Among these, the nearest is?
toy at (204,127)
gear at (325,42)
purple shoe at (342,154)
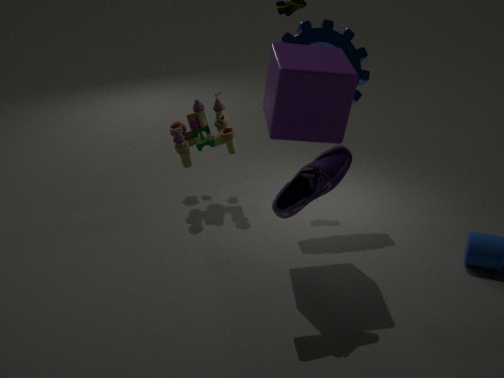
purple shoe at (342,154)
